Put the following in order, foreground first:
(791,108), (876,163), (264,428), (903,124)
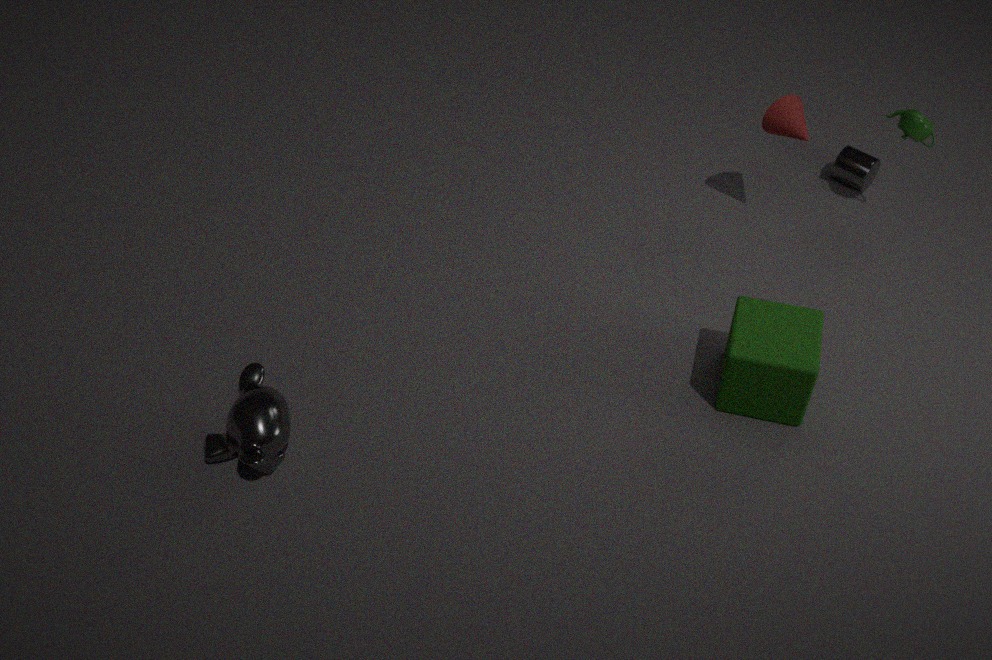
(264,428)
(791,108)
(903,124)
(876,163)
